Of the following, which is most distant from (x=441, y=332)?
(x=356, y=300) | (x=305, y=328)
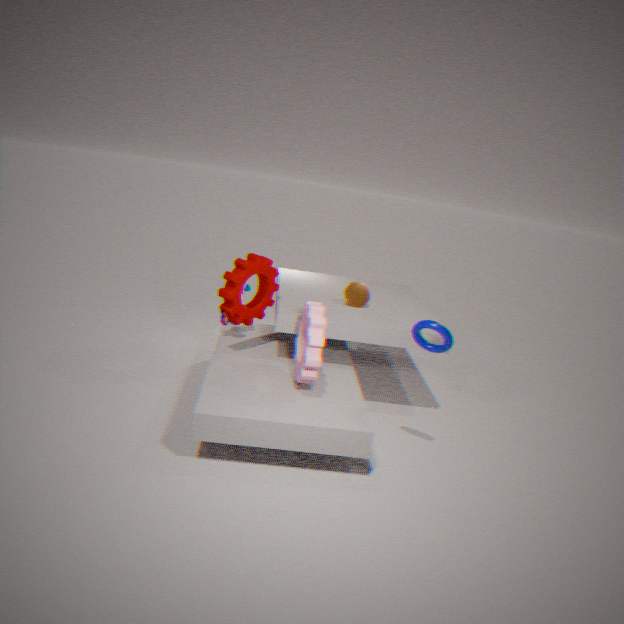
(x=356, y=300)
